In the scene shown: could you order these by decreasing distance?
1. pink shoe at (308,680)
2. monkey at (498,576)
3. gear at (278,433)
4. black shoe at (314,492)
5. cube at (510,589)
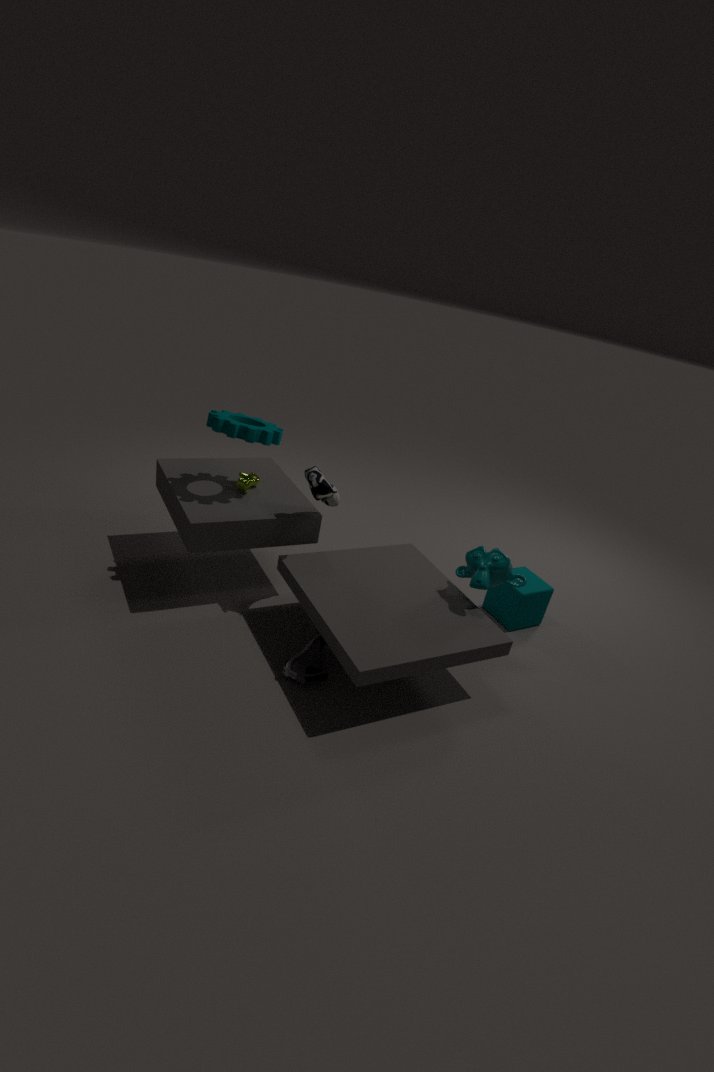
cube at (510,589) < black shoe at (314,492) < gear at (278,433) < monkey at (498,576) < pink shoe at (308,680)
